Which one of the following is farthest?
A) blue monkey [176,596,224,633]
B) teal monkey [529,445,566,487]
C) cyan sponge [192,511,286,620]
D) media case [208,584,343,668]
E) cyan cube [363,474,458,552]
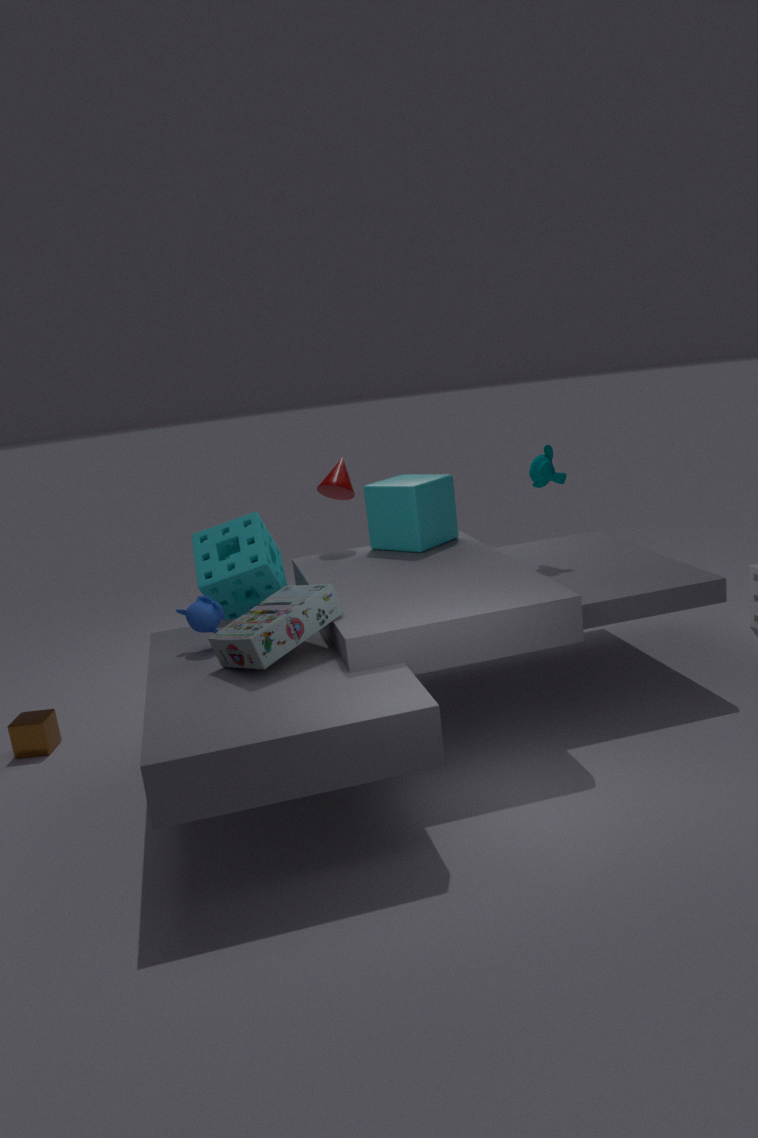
cyan cube [363,474,458,552]
